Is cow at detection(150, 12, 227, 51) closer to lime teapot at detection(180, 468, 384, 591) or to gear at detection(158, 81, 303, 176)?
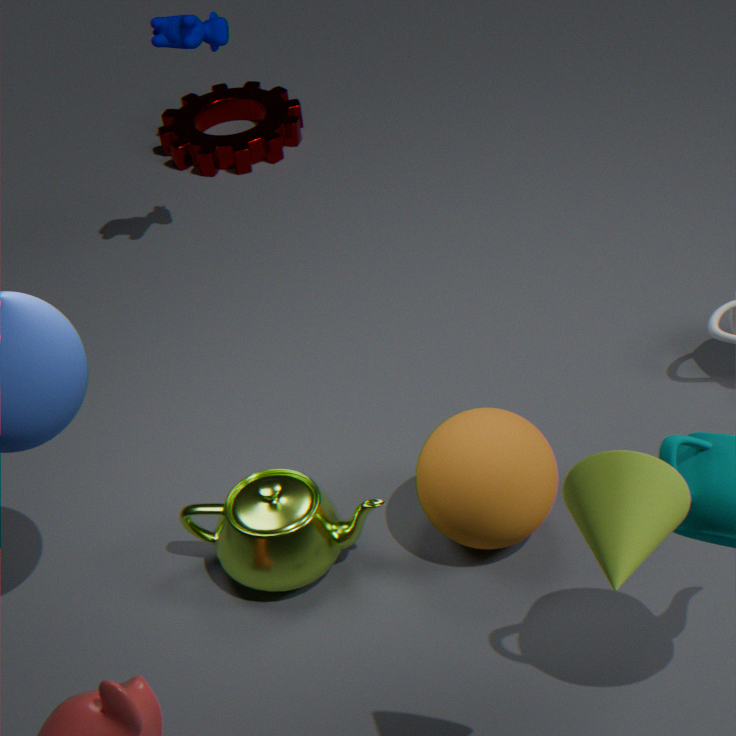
gear at detection(158, 81, 303, 176)
